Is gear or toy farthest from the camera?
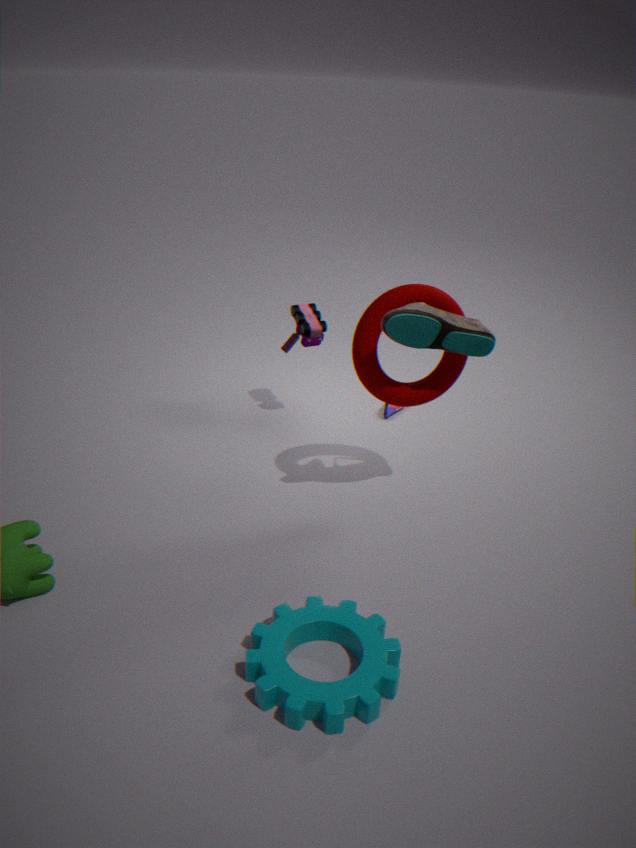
toy
